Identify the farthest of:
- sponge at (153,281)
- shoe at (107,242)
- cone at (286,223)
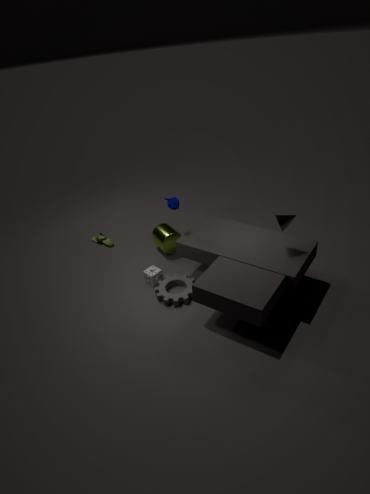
shoe at (107,242)
